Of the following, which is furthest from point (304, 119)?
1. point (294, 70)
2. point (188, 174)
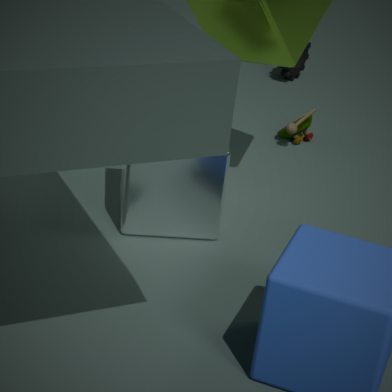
point (188, 174)
